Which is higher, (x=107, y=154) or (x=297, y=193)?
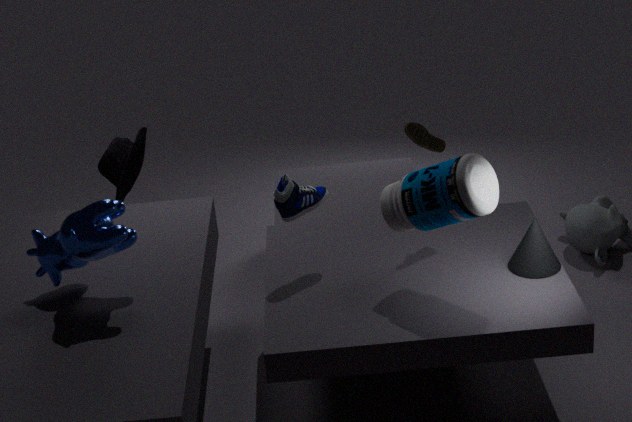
(x=297, y=193)
